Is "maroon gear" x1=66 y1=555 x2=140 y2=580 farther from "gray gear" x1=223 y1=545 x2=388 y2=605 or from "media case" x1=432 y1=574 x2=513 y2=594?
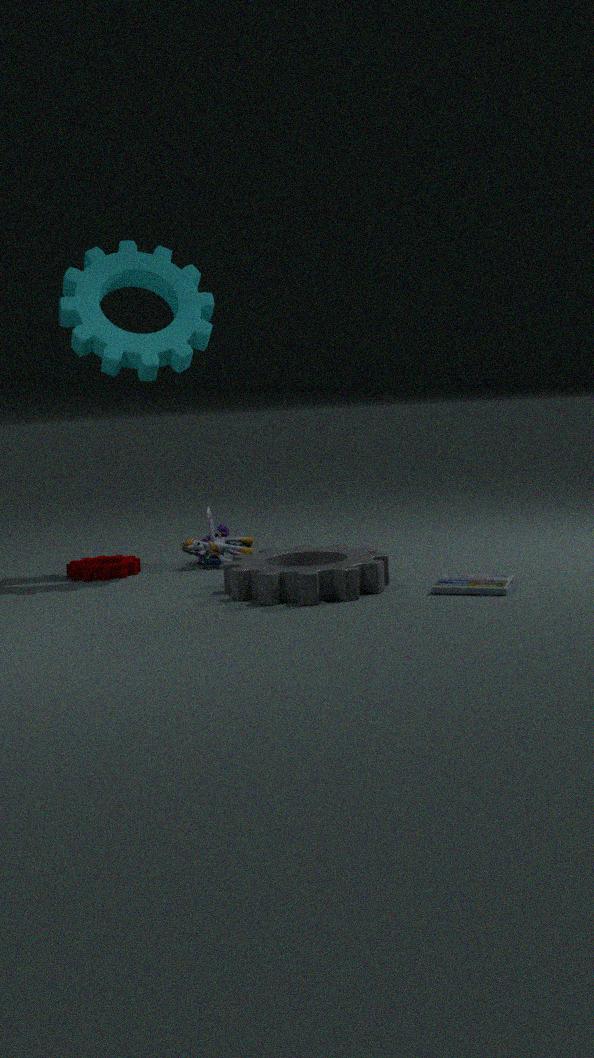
"media case" x1=432 y1=574 x2=513 y2=594
